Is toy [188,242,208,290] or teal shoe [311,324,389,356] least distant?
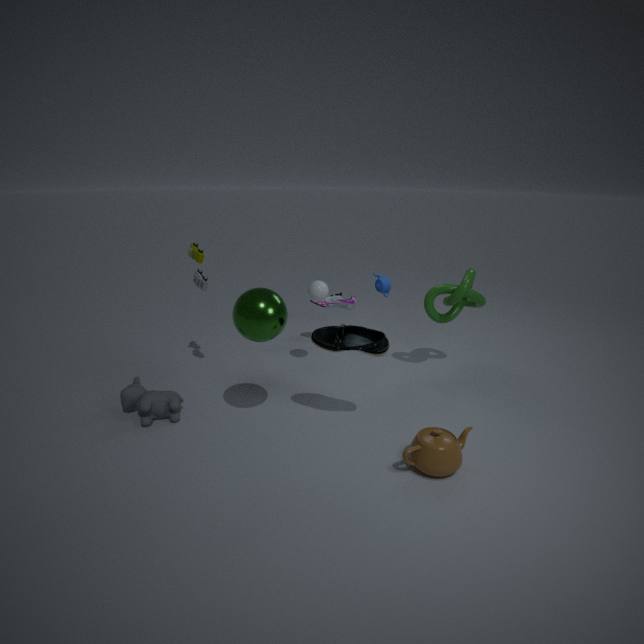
teal shoe [311,324,389,356]
